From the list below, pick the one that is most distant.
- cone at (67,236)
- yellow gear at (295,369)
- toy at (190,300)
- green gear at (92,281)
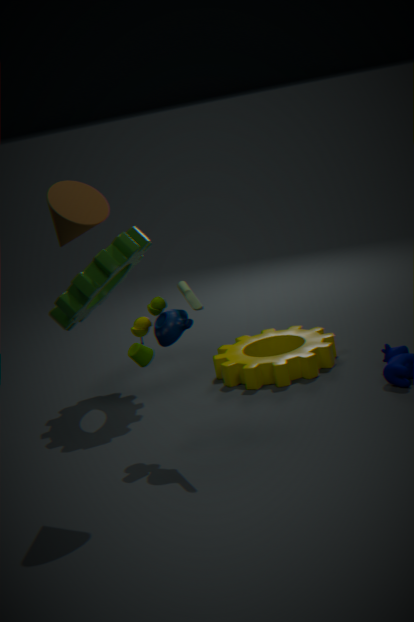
yellow gear at (295,369)
